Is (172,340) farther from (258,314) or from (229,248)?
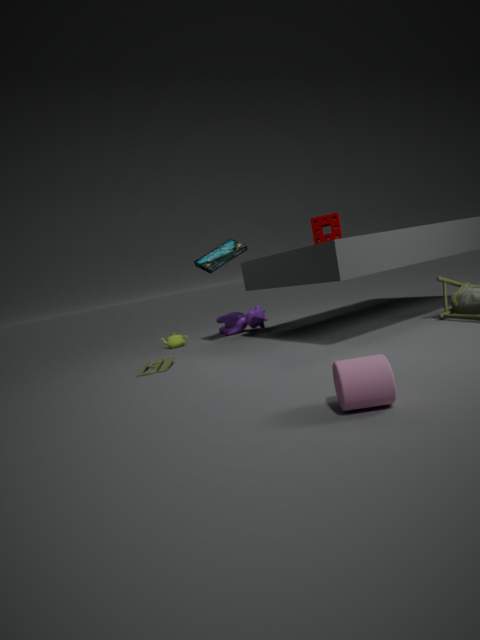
(229,248)
